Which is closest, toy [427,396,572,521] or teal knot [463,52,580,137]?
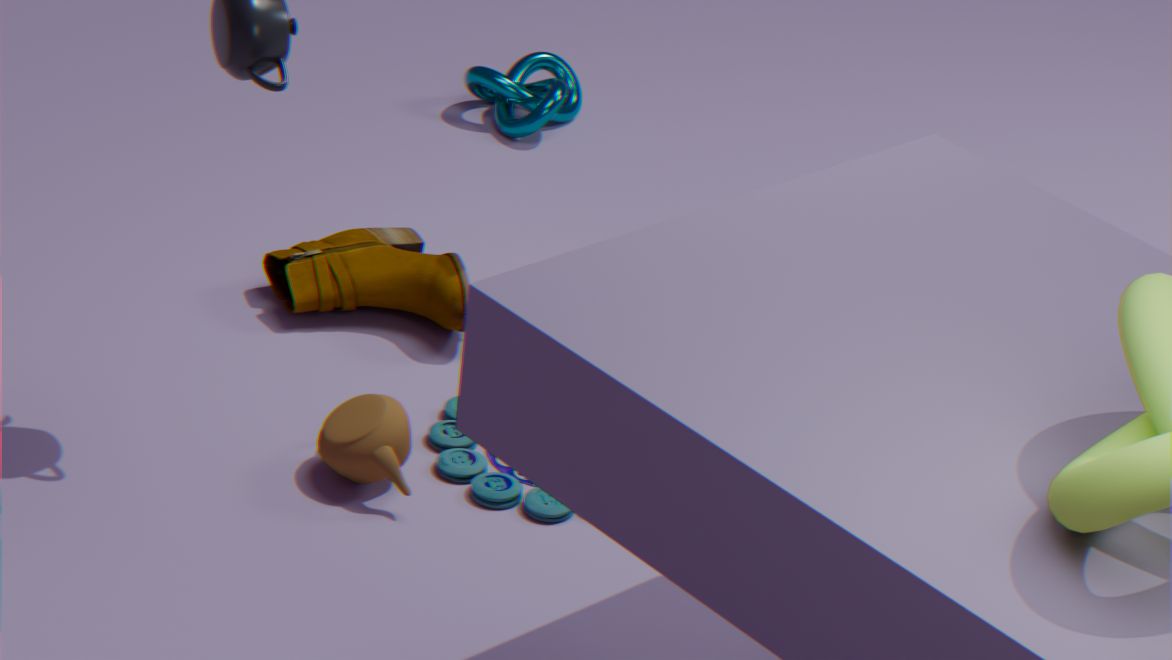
toy [427,396,572,521]
